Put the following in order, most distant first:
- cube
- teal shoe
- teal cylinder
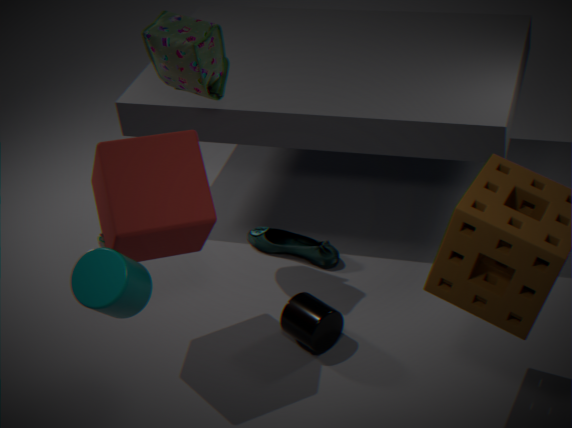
teal shoe < cube < teal cylinder
